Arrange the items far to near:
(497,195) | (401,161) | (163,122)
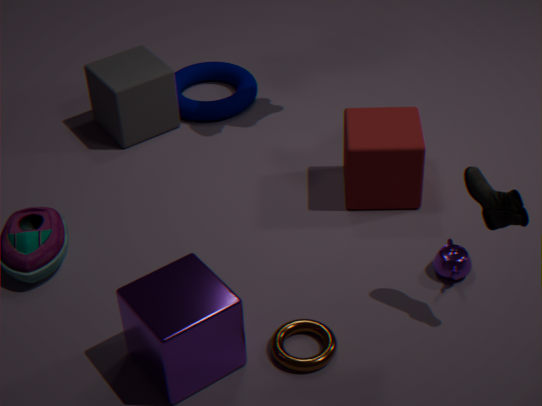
(163,122) < (401,161) < (497,195)
